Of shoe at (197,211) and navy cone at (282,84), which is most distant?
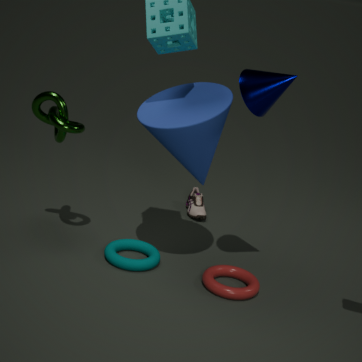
shoe at (197,211)
